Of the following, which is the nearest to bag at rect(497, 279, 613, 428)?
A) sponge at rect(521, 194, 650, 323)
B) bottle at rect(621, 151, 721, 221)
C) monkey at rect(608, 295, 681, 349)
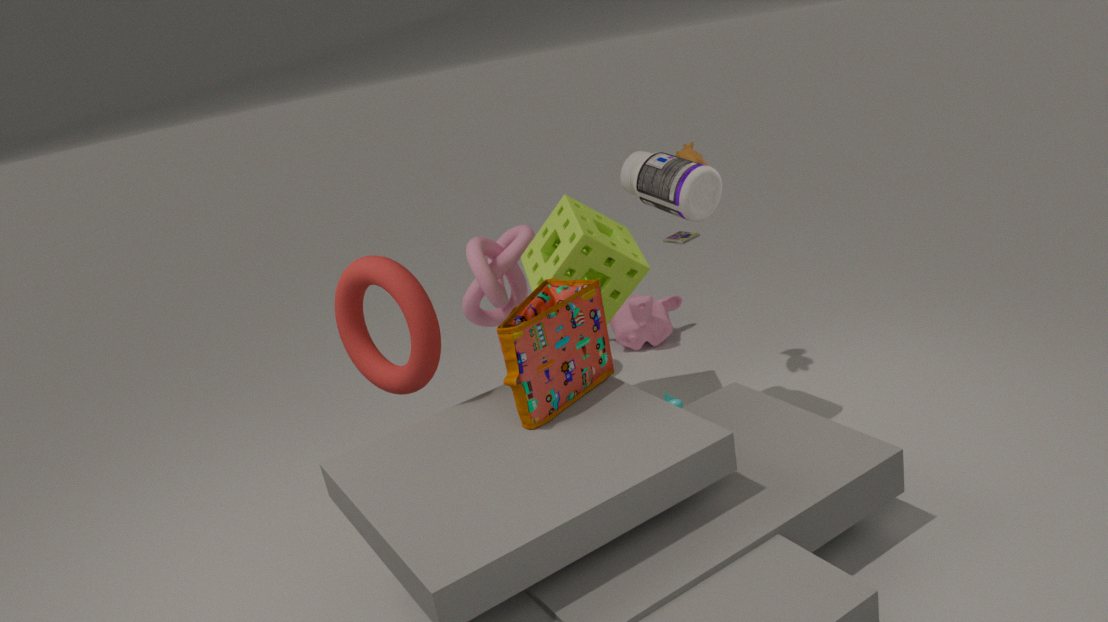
sponge at rect(521, 194, 650, 323)
